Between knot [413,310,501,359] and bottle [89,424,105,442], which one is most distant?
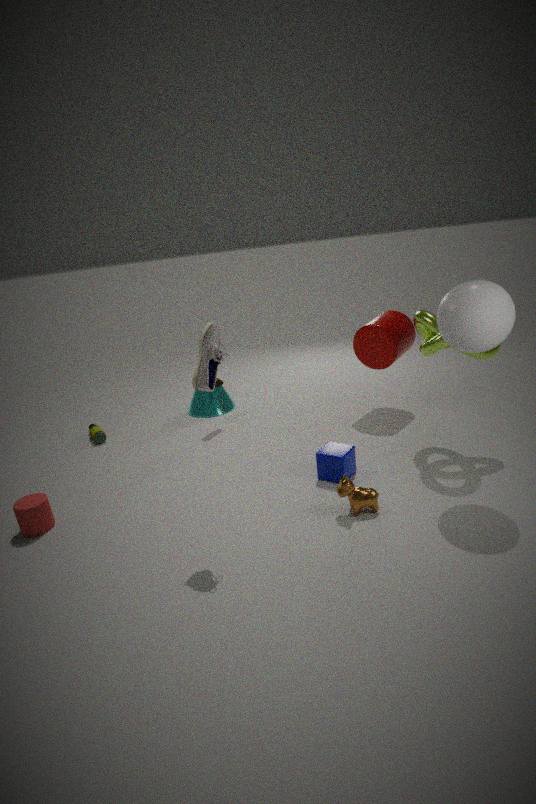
bottle [89,424,105,442]
